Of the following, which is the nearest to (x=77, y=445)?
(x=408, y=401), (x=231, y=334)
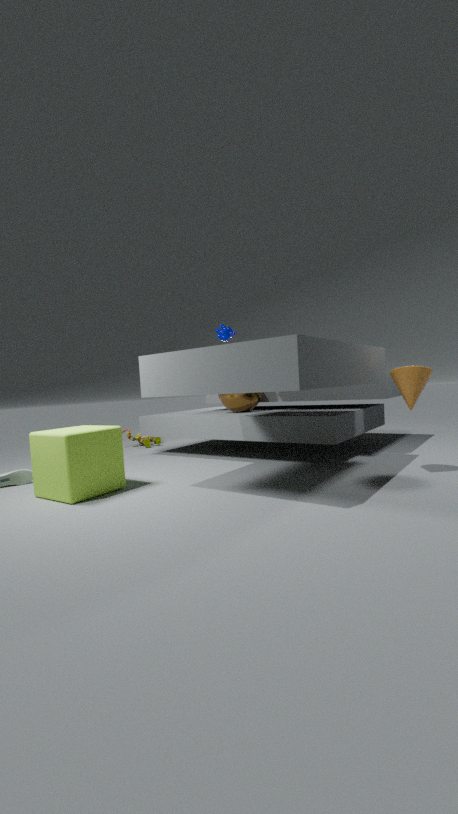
(x=408, y=401)
